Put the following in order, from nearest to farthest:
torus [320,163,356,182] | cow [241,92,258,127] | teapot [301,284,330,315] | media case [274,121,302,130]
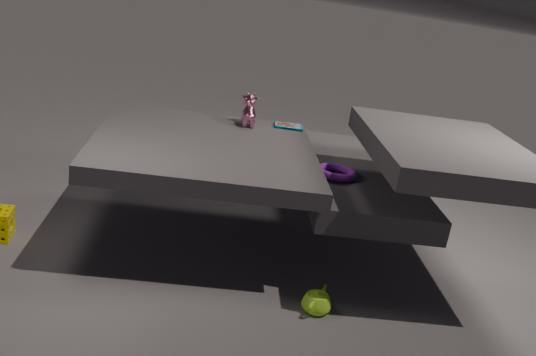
teapot [301,284,330,315]
torus [320,163,356,182]
cow [241,92,258,127]
media case [274,121,302,130]
